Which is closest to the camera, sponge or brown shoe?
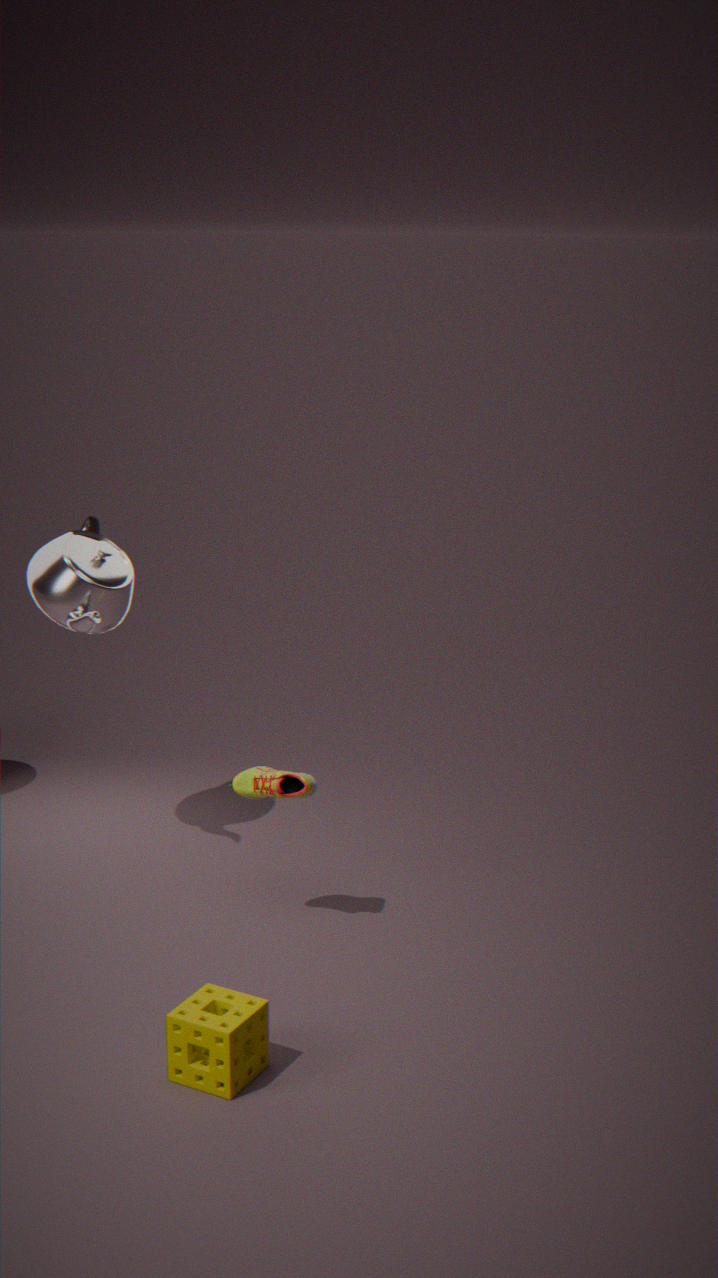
sponge
